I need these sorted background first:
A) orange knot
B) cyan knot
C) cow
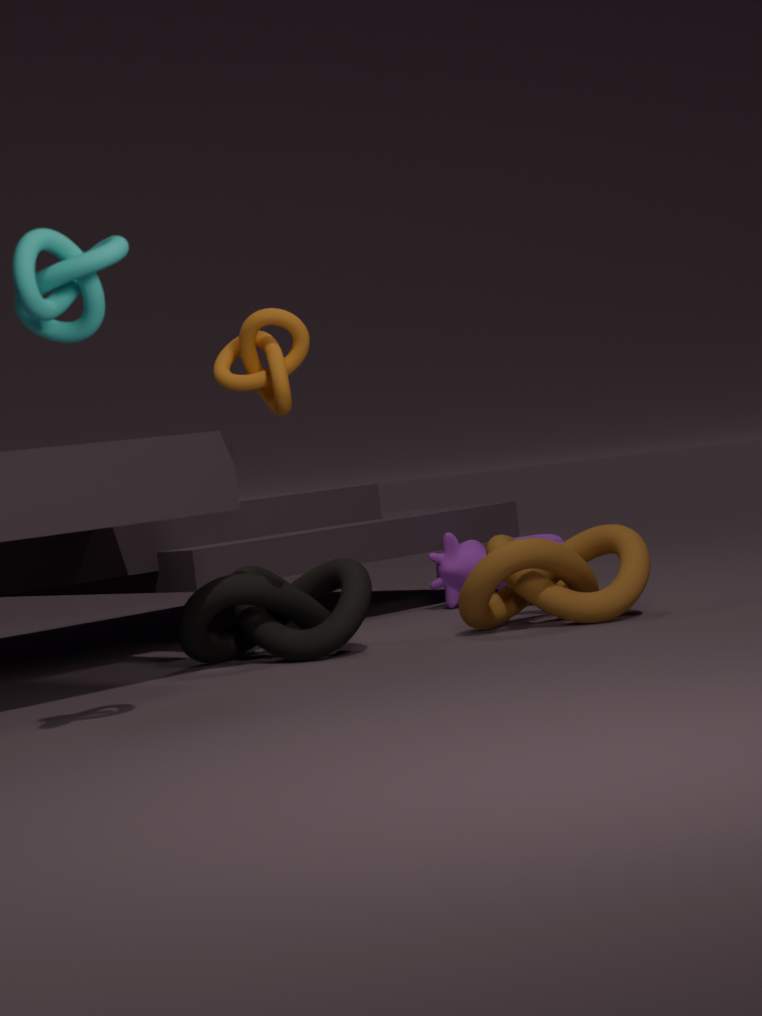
cow < orange knot < cyan knot
